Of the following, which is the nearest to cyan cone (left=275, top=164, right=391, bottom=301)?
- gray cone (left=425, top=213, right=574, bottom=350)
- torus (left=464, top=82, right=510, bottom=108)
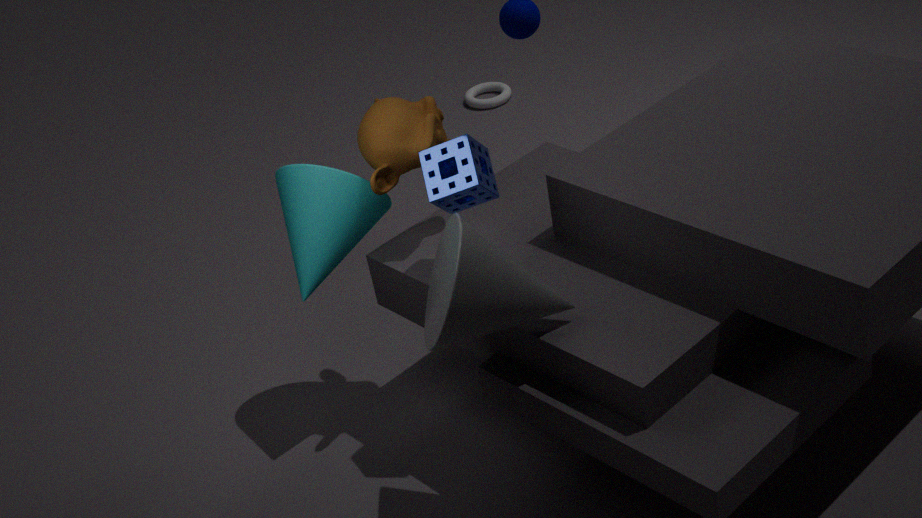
gray cone (left=425, top=213, right=574, bottom=350)
